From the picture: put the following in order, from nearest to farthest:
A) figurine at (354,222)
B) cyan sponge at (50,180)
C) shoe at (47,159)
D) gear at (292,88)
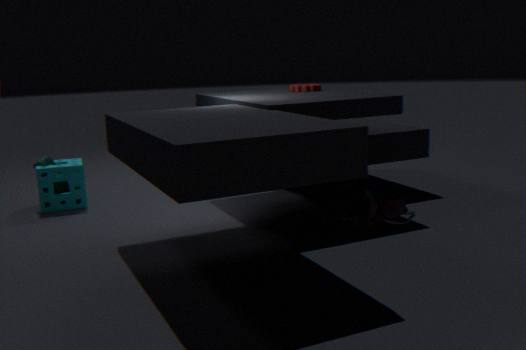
figurine at (354,222) → cyan sponge at (50,180) → shoe at (47,159) → gear at (292,88)
